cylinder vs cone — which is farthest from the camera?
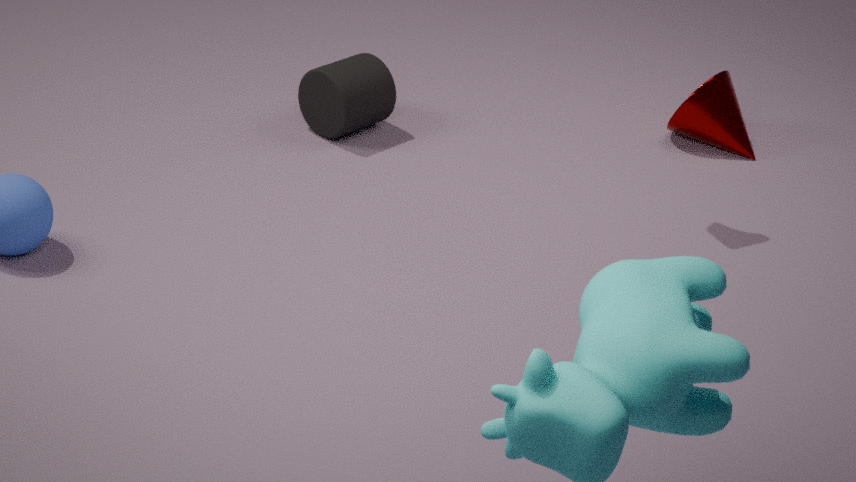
cone
